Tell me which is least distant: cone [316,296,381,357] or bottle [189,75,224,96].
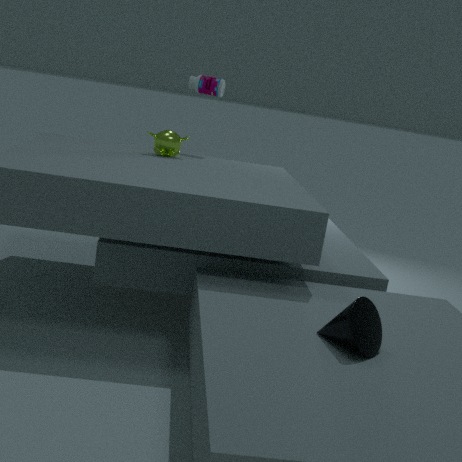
cone [316,296,381,357]
